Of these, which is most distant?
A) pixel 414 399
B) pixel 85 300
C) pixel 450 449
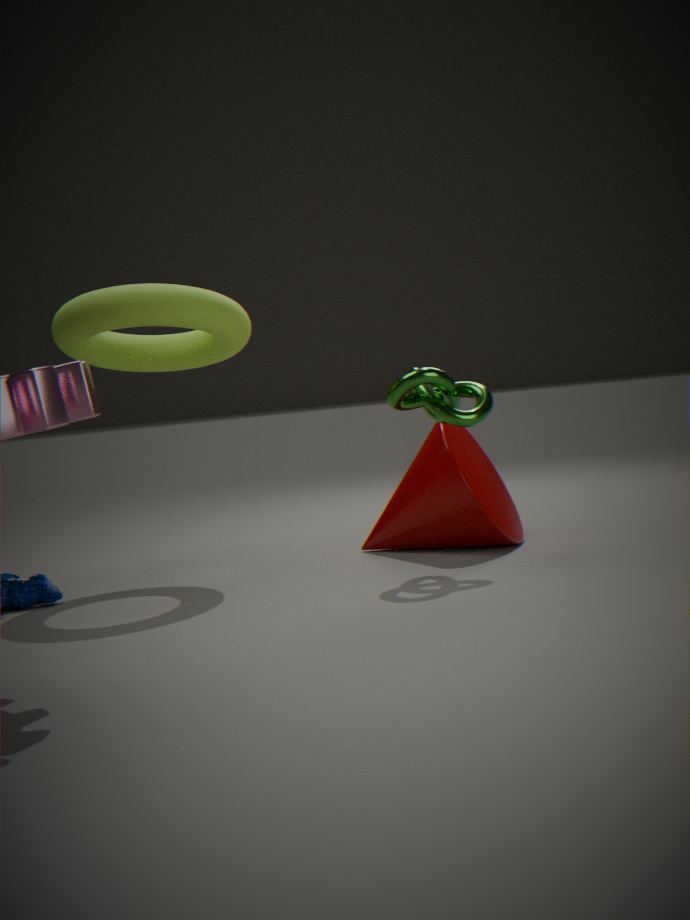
pixel 450 449
